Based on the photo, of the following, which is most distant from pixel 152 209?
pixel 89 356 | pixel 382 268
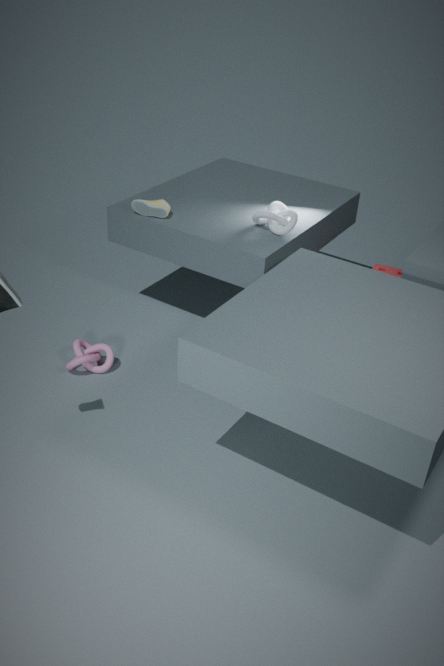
pixel 382 268
